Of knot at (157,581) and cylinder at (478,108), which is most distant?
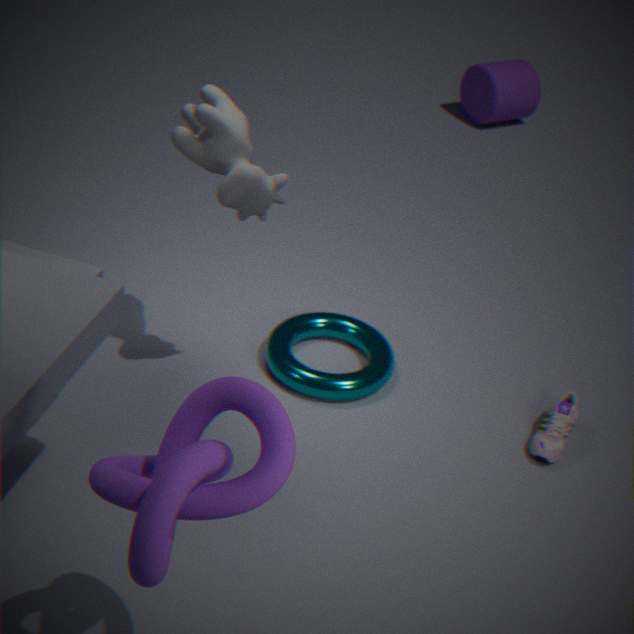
cylinder at (478,108)
